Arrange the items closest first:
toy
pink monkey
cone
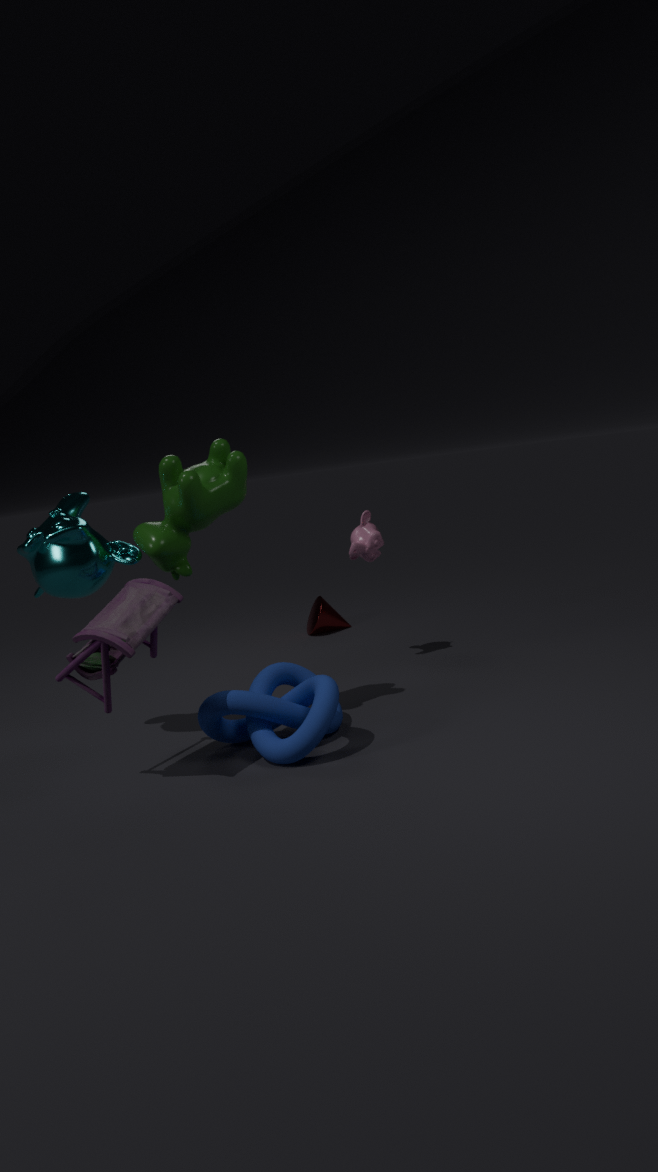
toy < pink monkey < cone
